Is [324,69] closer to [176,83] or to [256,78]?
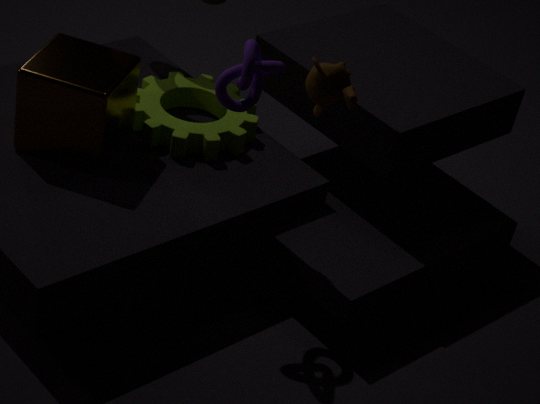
[256,78]
